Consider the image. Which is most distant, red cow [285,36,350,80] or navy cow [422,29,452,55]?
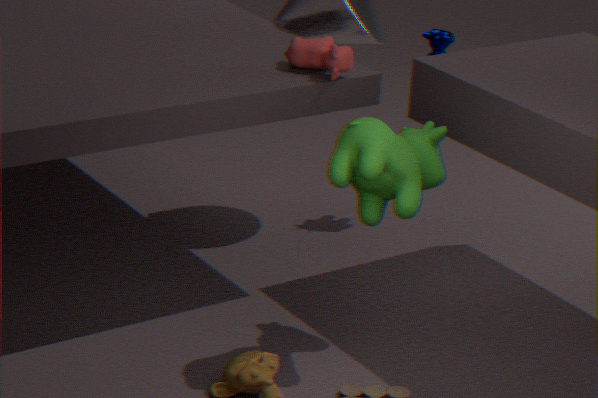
navy cow [422,29,452,55]
